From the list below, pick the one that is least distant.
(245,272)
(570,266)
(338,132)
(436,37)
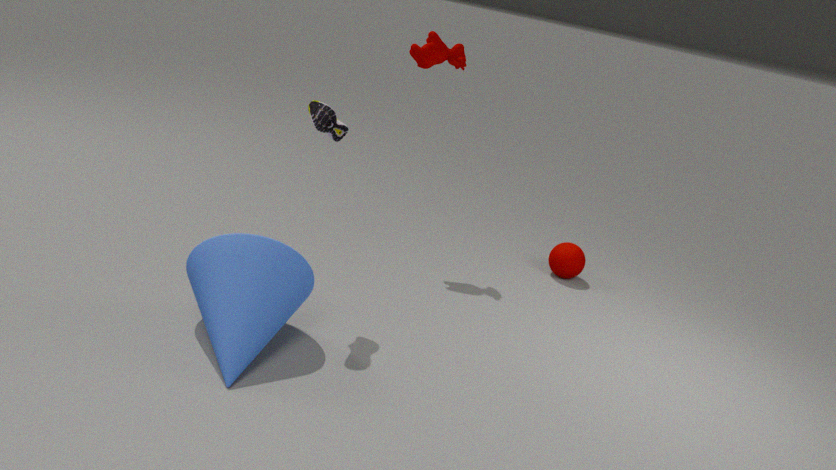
(245,272)
